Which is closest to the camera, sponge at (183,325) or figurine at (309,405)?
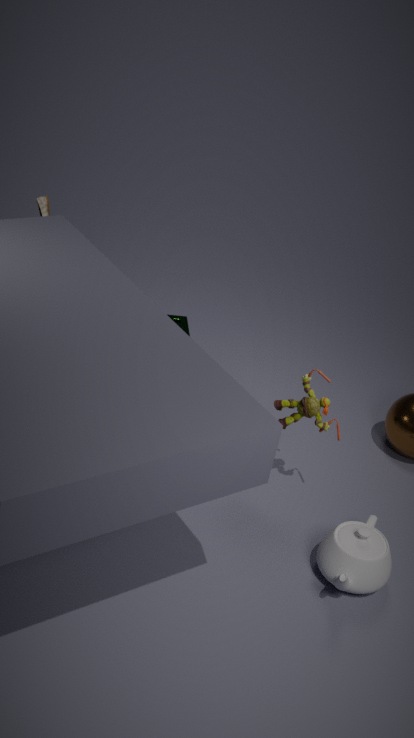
figurine at (309,405)
